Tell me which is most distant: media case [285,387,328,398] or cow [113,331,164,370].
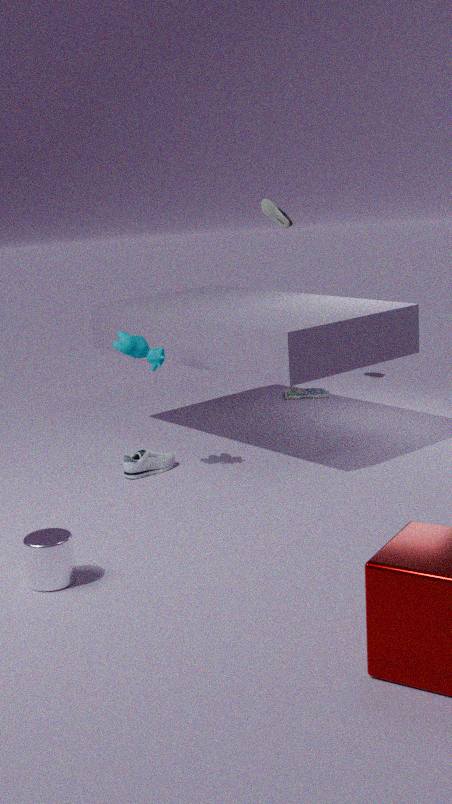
media case [285,387,328,398]
